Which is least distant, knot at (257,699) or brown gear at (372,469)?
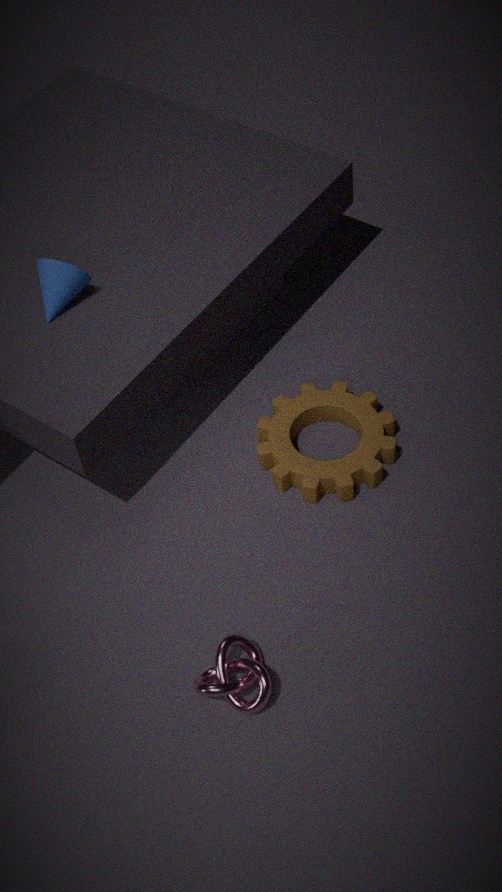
knot at (257,699)
